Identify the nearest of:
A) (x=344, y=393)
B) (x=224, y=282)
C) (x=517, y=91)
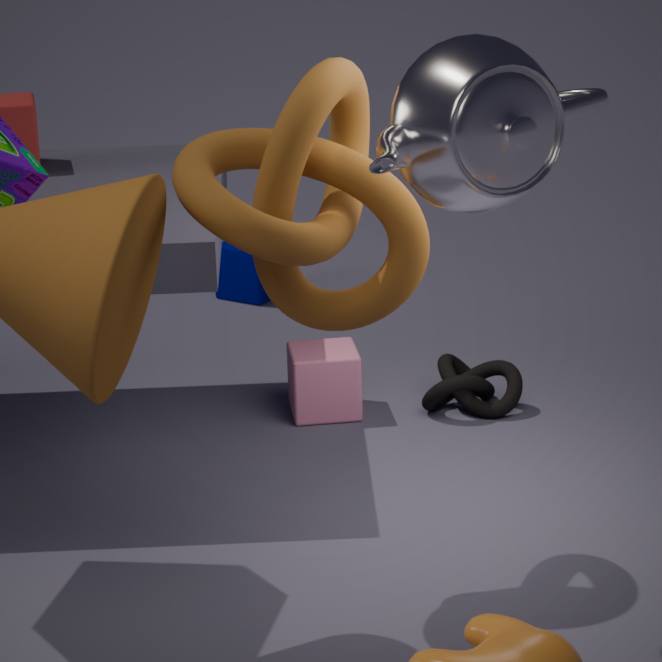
(x=517, y=91)
